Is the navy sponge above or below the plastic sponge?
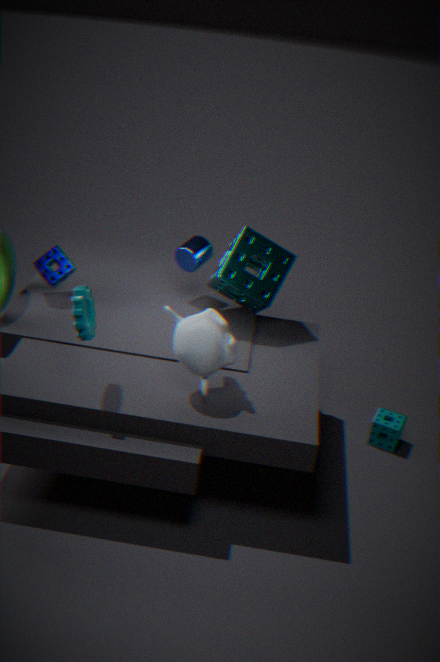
above
